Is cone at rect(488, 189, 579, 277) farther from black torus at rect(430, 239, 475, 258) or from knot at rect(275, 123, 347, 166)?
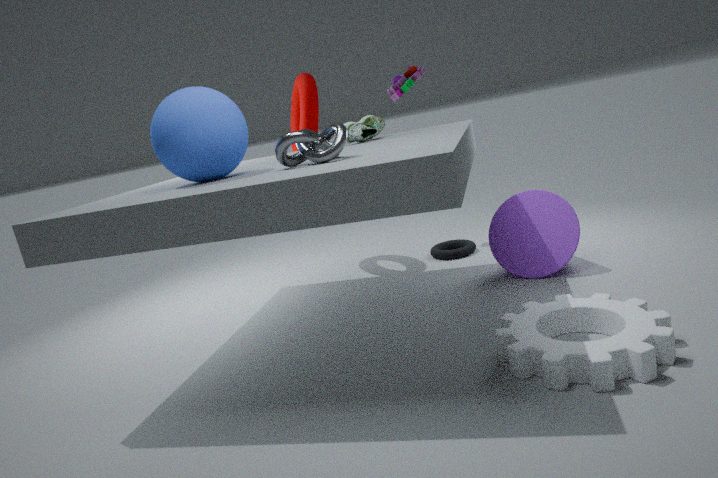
knot at rect(275, 123, 347, 166)
